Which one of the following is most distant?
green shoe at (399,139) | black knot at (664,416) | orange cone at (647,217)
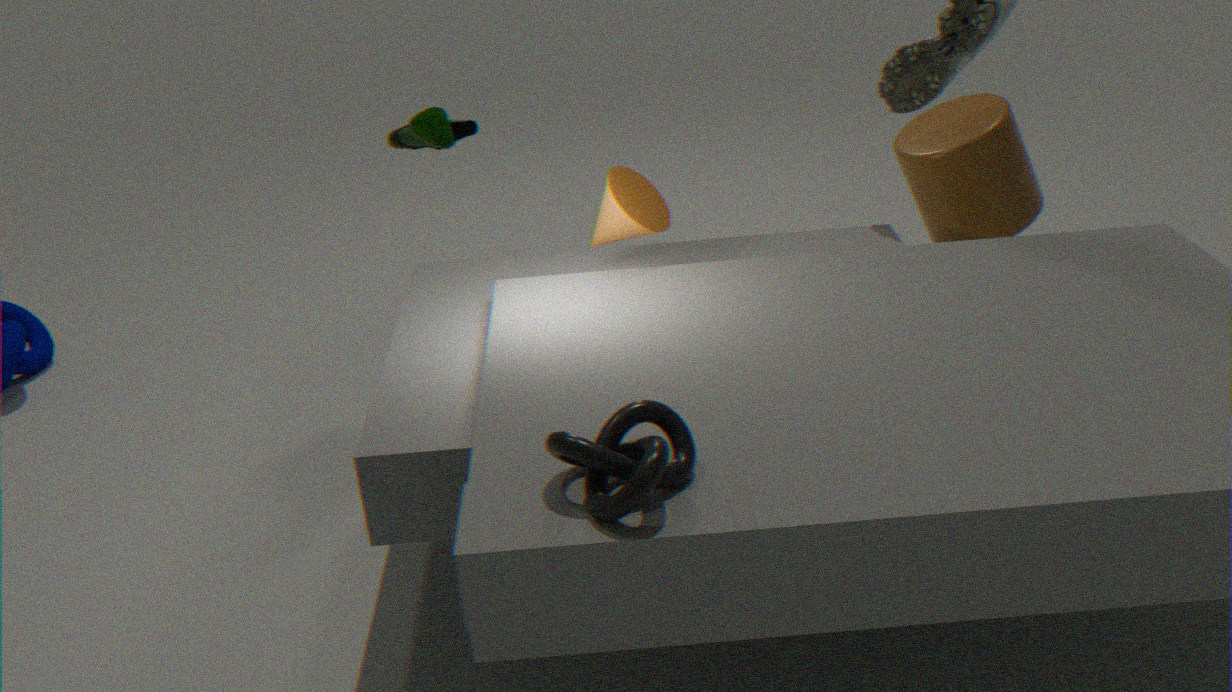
green shoe at (399,139)
